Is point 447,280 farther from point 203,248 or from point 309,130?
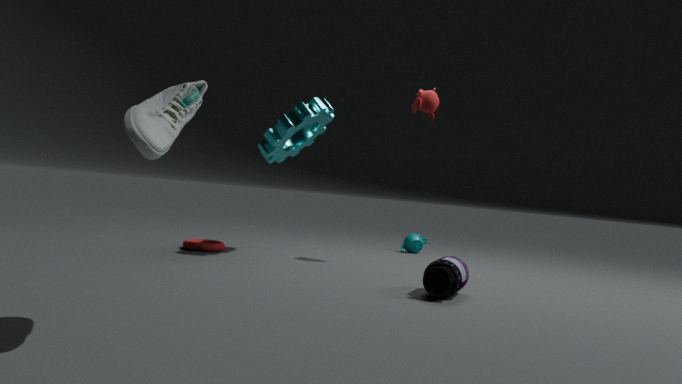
point 203,248
